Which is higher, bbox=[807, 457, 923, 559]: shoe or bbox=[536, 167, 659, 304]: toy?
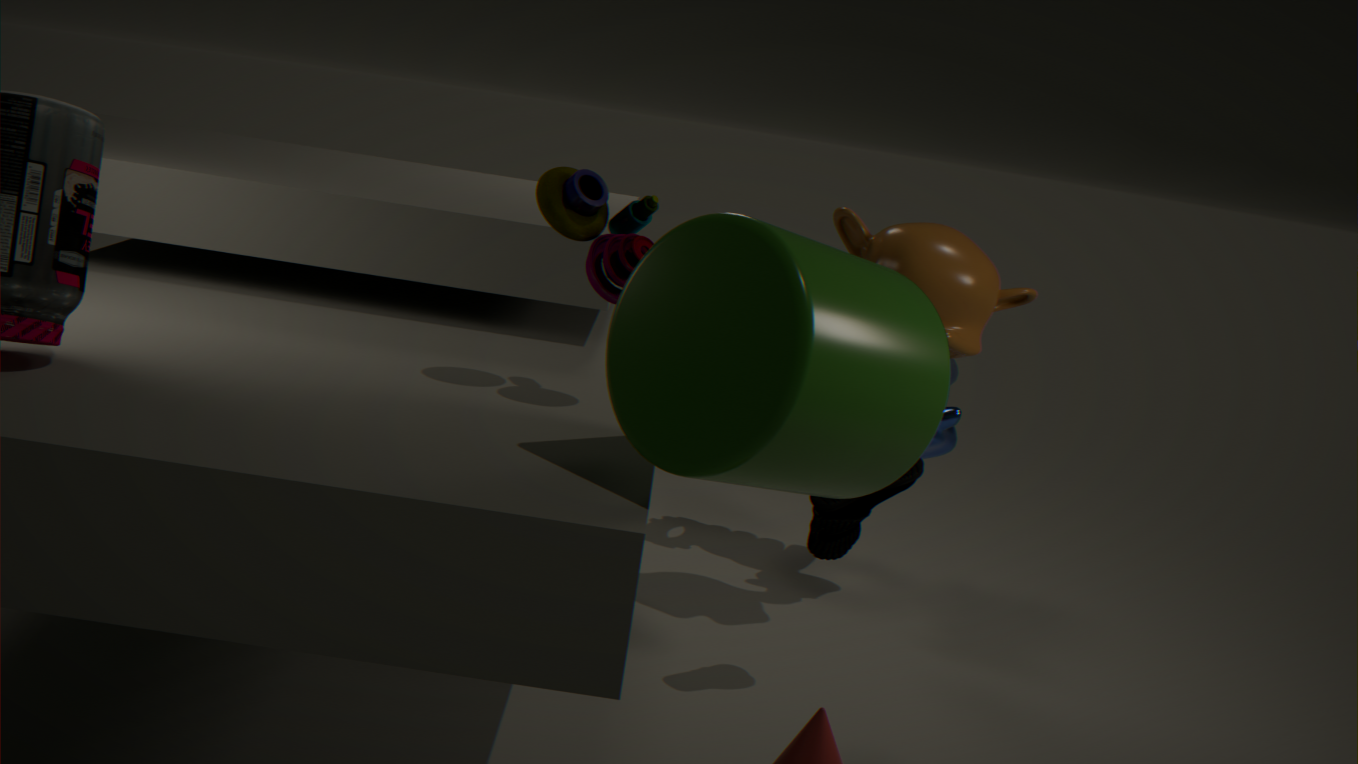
bbox=[536, 167, 659, 304]: toy
